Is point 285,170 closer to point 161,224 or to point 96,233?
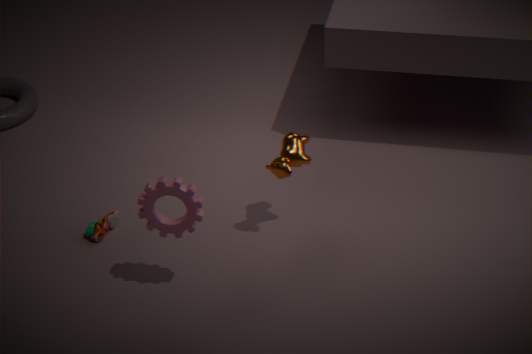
point 161,224
